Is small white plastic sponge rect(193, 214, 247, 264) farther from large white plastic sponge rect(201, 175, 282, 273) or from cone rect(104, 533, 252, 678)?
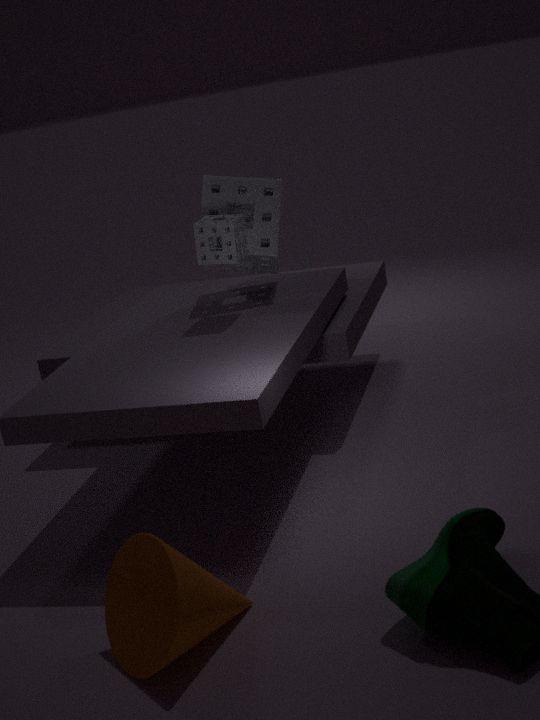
cone rect(104, 533, 252, 678)
